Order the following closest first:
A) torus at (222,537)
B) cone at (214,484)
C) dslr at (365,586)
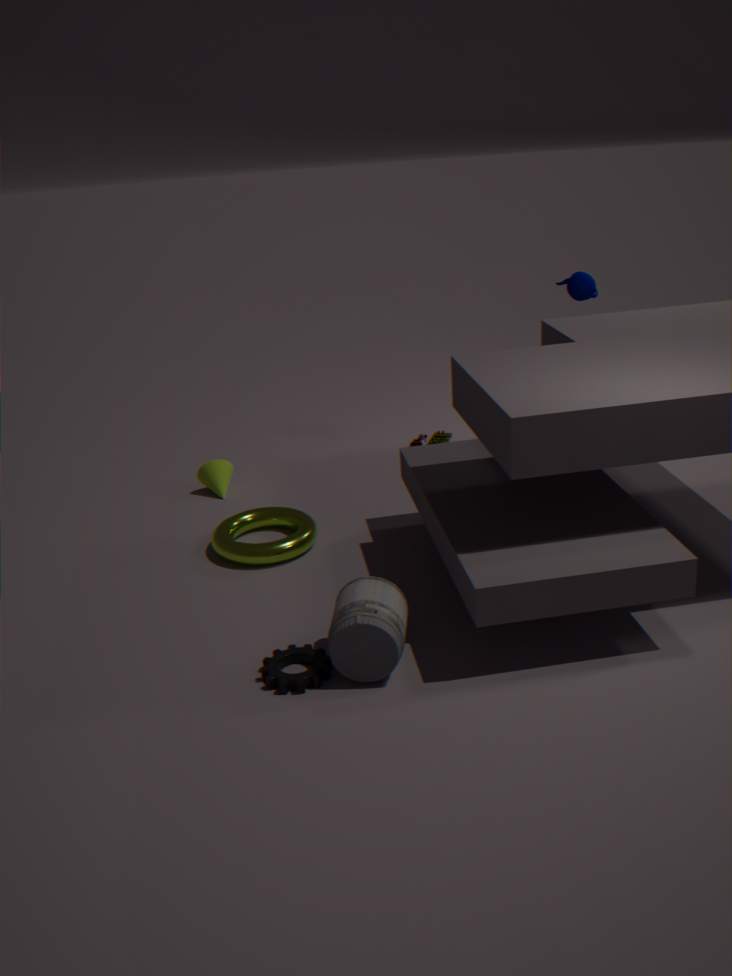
dslr at (365,586), torus at (222,537), cone at (214,484)
